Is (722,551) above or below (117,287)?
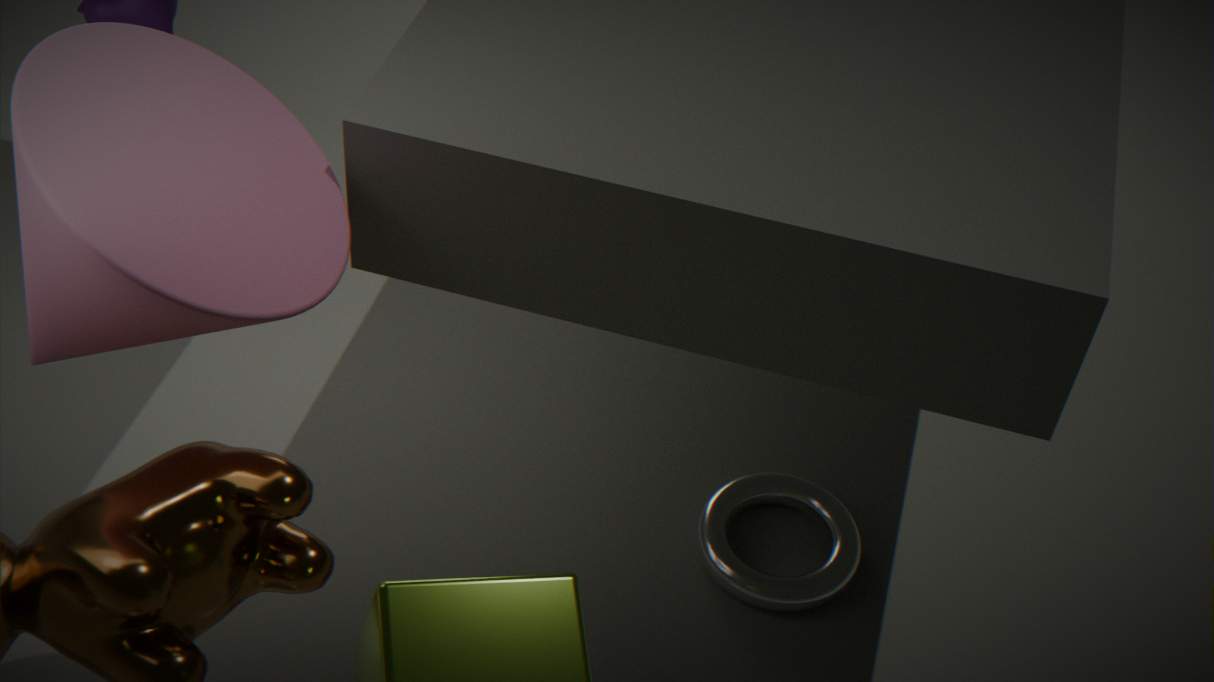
below
